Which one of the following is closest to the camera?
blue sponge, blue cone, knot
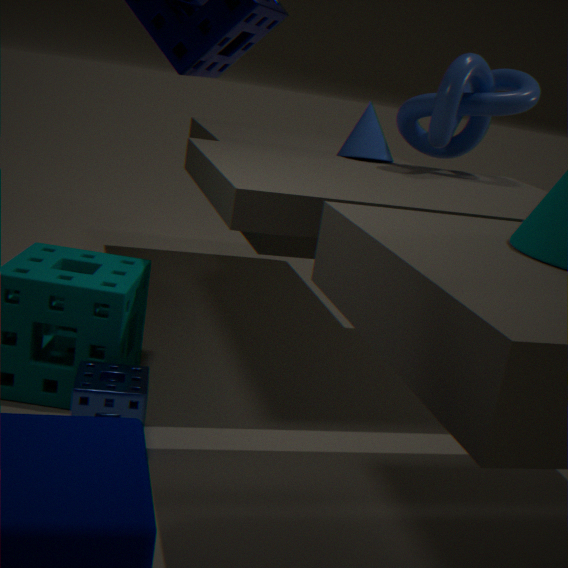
blue sponge
